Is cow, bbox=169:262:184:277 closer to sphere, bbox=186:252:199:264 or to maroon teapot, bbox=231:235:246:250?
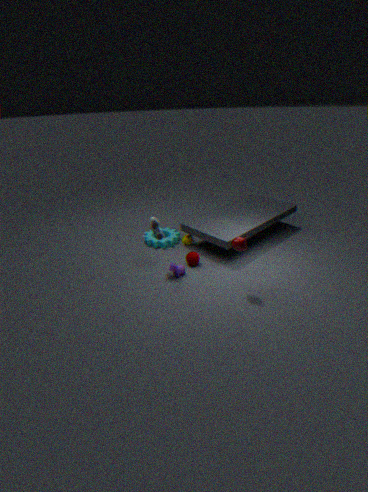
sphere, bbox=186:252:199:264
